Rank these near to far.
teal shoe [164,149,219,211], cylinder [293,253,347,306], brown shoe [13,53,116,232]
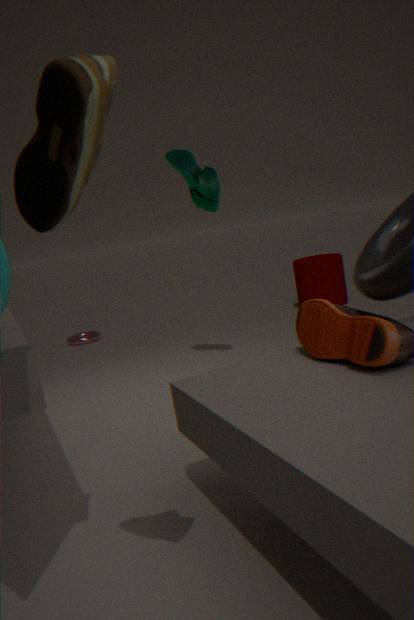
brown shoe [13,53,116,232], teal shoe [164,149,219,211], cylinder [293,253,347,306]
